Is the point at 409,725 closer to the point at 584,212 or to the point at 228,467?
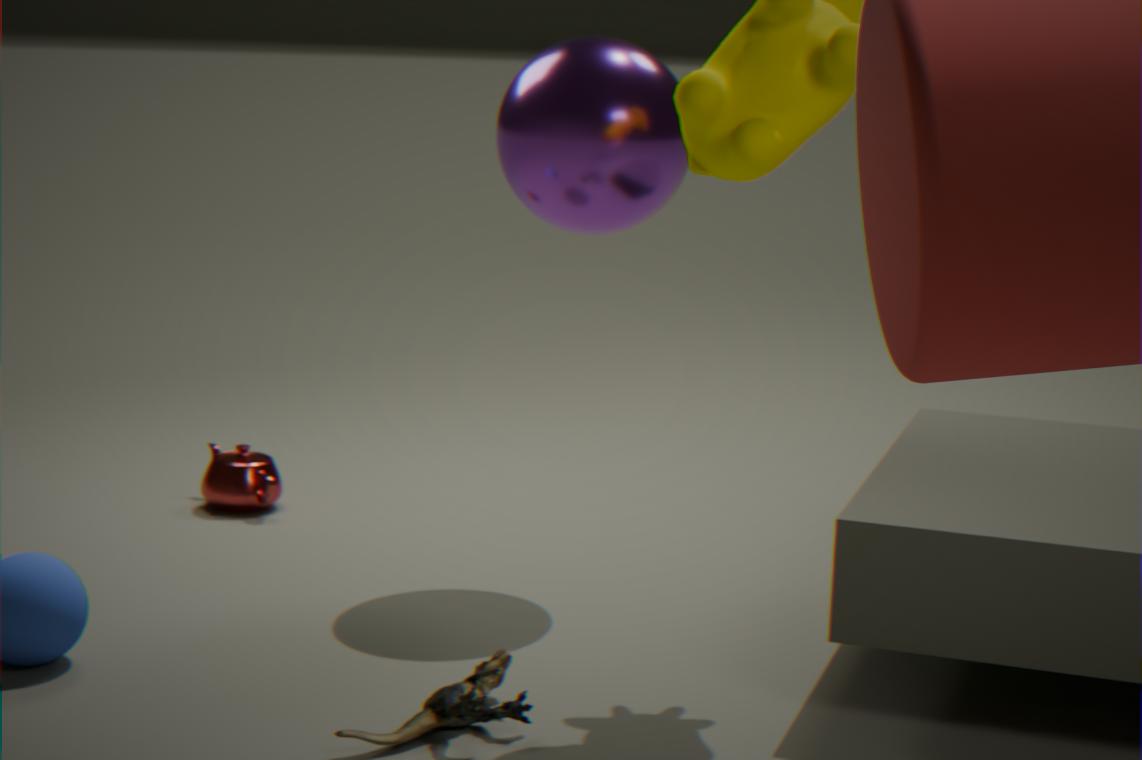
the point at 584,212
